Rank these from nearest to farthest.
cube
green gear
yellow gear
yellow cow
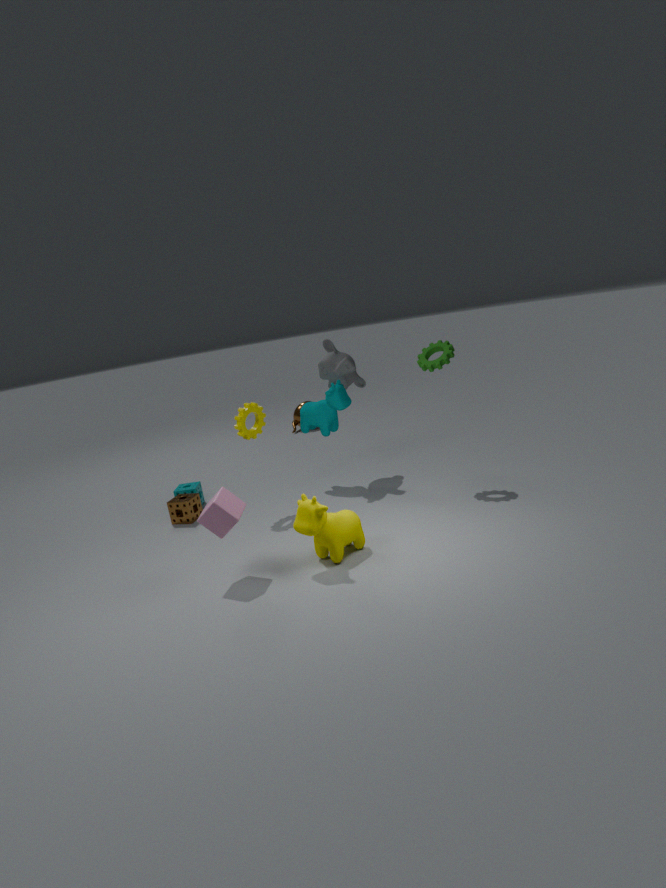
yellow cow < cube < green gear < yellow gear
